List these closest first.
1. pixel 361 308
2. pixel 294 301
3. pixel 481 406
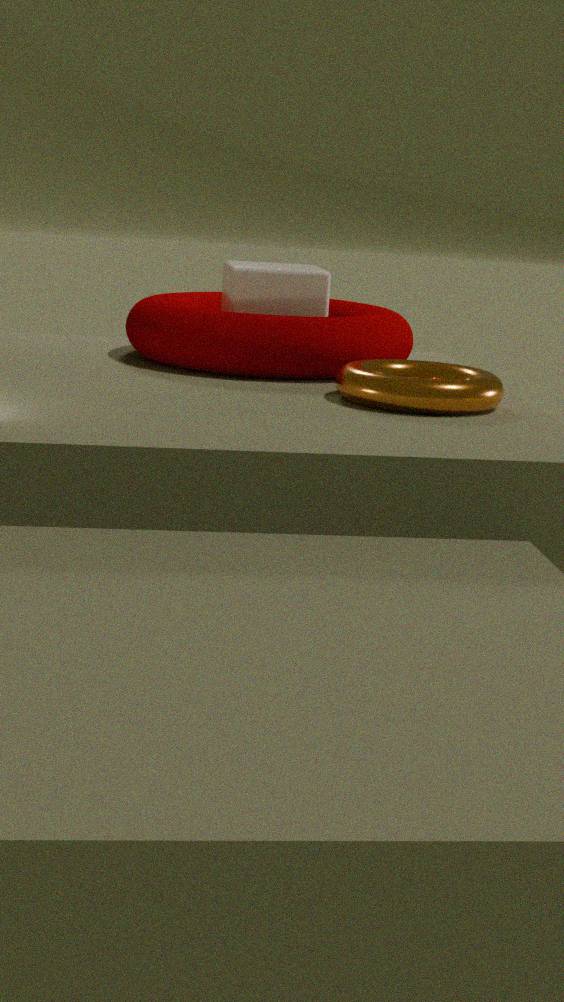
pixel 481 406, pixel 294 301, pixel 361 308
